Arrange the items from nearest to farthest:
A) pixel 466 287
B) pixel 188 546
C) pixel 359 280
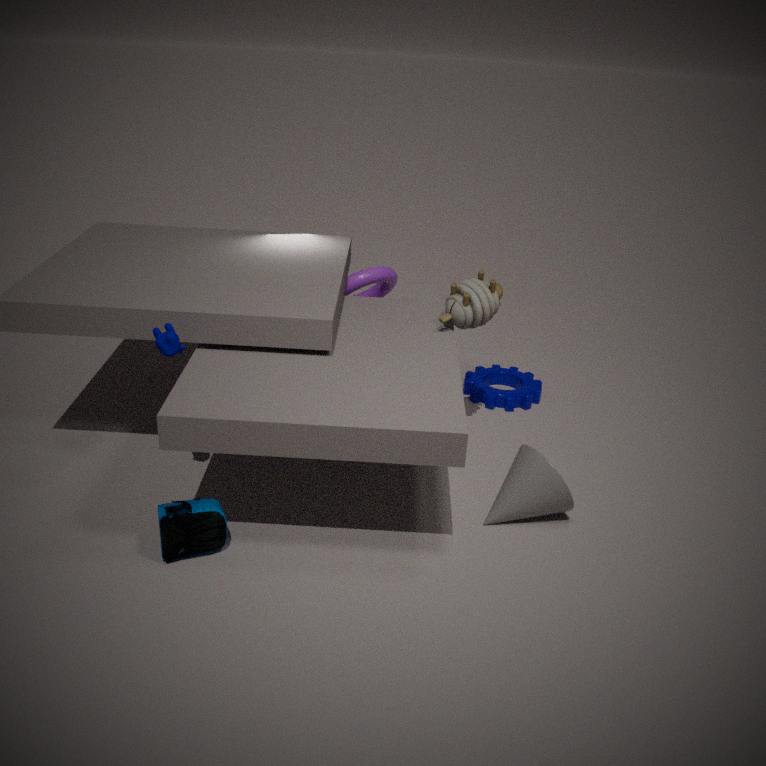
pixel 188 546 → pixel 466 287 → pixel 359 280
